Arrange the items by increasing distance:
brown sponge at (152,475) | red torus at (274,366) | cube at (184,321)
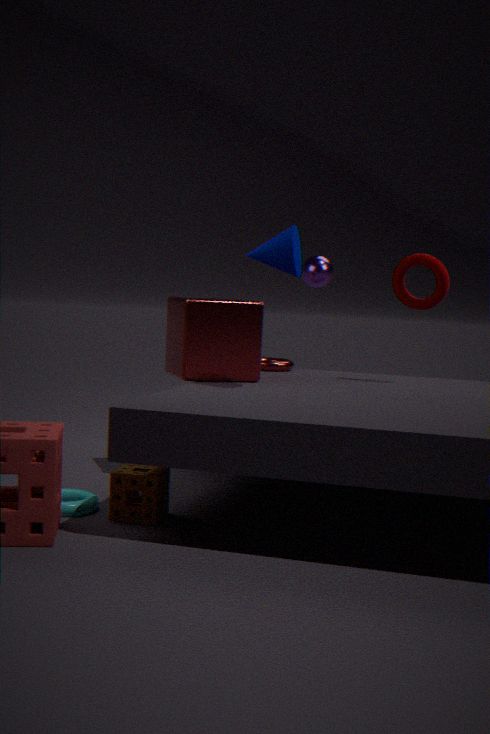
brown sponge at (152,475)
cube at (184,321)
red torus at (274,366)
